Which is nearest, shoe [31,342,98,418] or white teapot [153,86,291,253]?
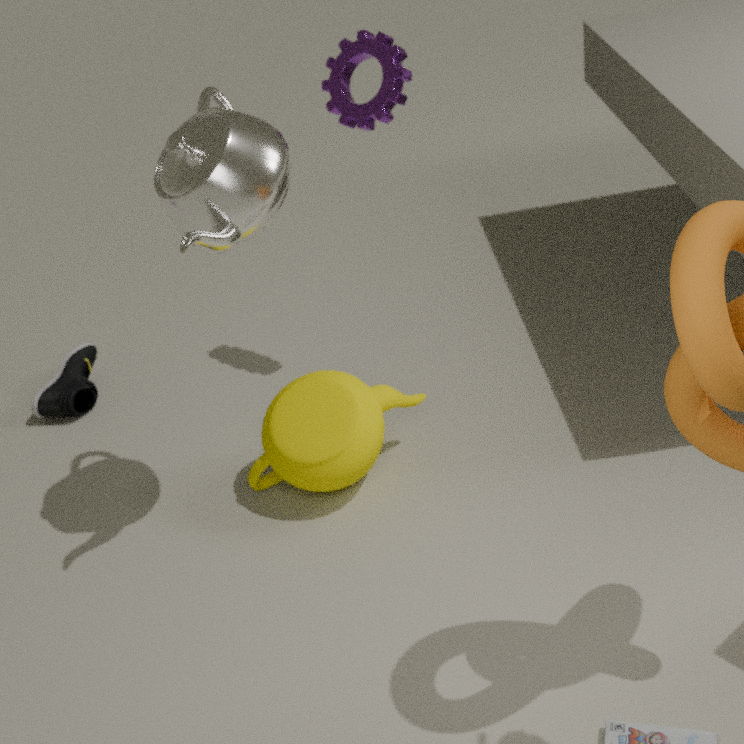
white teapot [153,86,291,253]
